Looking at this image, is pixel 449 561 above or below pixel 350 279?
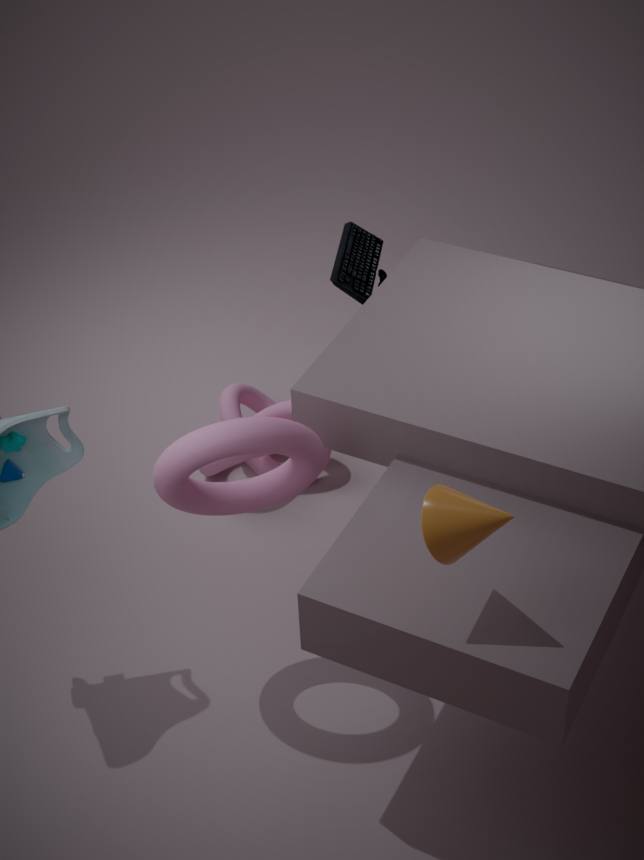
above
